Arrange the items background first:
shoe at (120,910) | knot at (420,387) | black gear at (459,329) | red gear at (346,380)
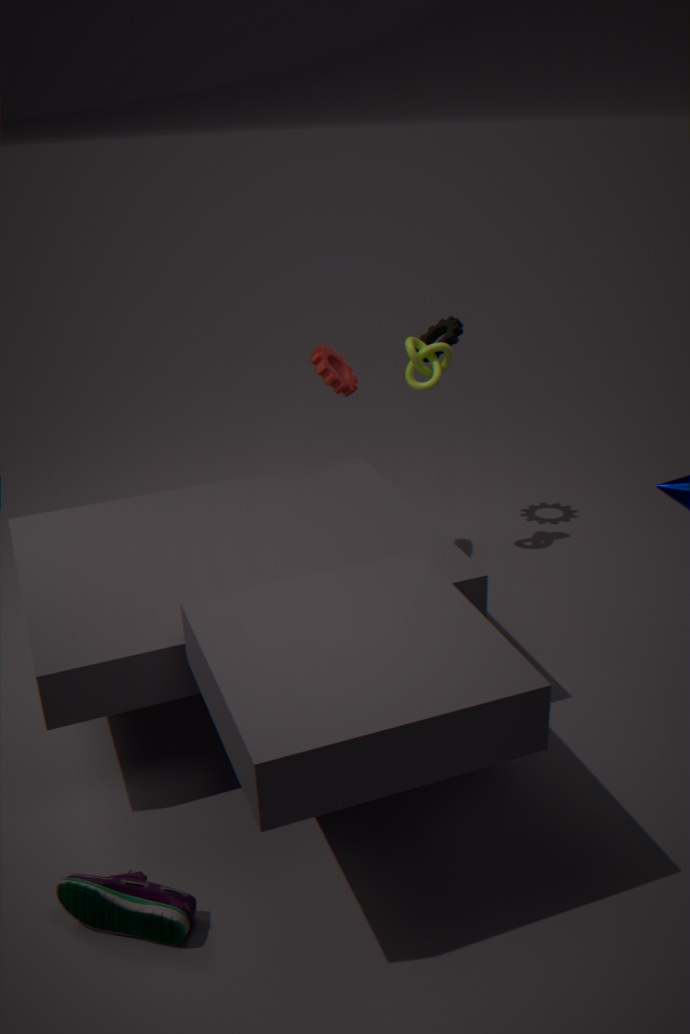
black gear at (459,329)
knot at (420,387)
red gear at (346,380)
shoe at (120,910)
